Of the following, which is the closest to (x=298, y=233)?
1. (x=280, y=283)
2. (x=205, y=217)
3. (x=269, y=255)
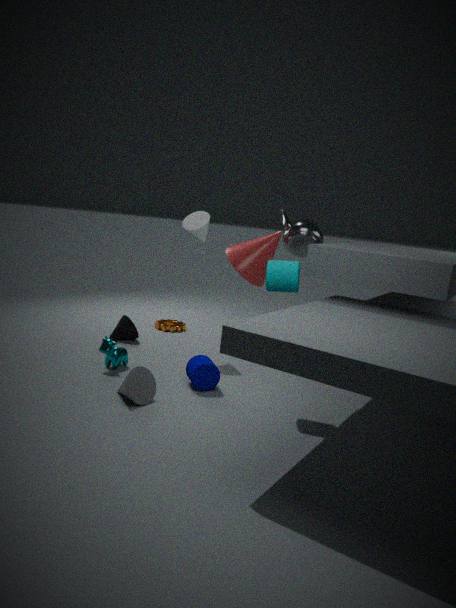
(x=269, y=255)
